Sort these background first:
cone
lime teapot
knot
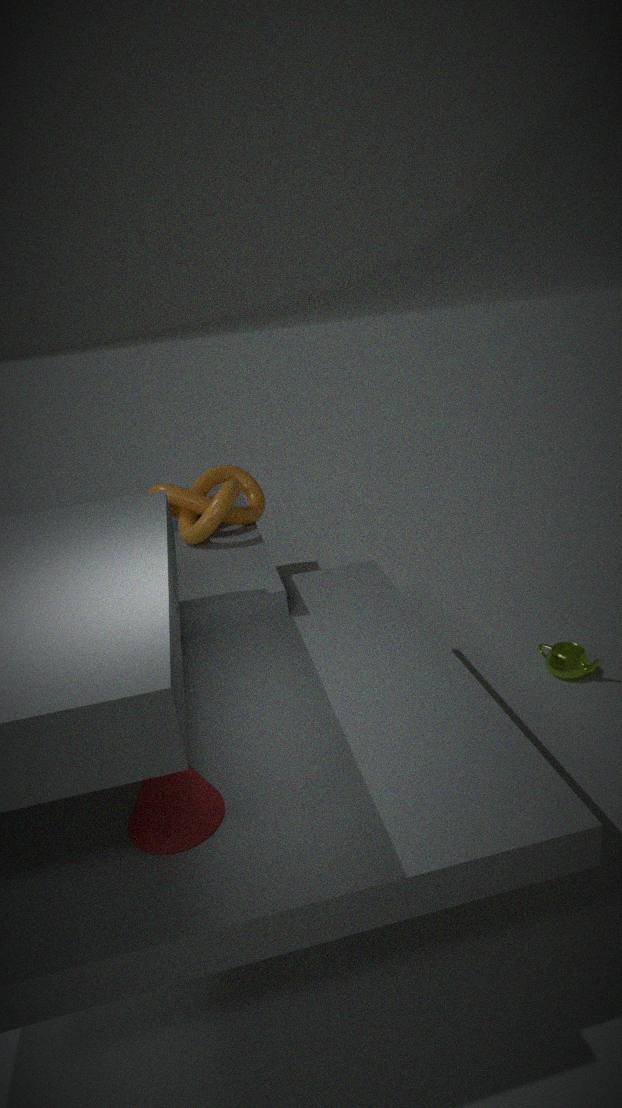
knot → lime teapot → cone
